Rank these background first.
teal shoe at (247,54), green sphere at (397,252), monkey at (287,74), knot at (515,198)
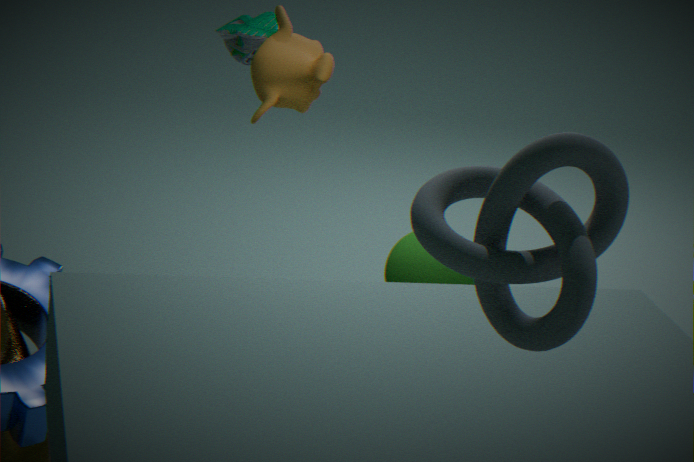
teal shoe at (247,54) → monkey at (287,74) → green sphere at (397,252) → knot at (515,198)
